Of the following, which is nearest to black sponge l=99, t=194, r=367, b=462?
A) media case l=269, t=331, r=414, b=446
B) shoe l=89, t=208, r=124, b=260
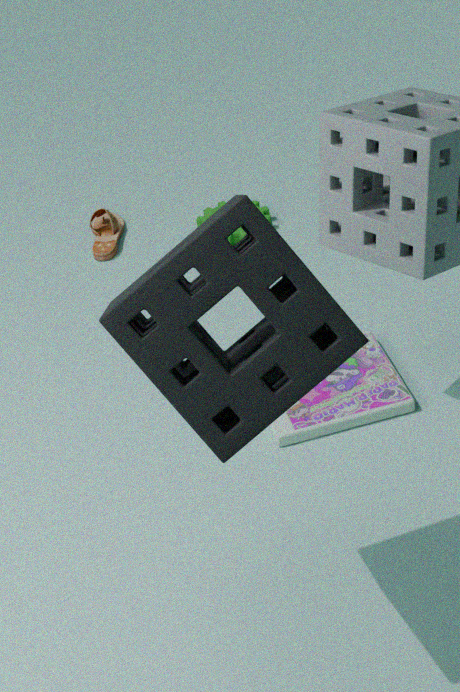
media case l=269, t=331, r=414, b=446
